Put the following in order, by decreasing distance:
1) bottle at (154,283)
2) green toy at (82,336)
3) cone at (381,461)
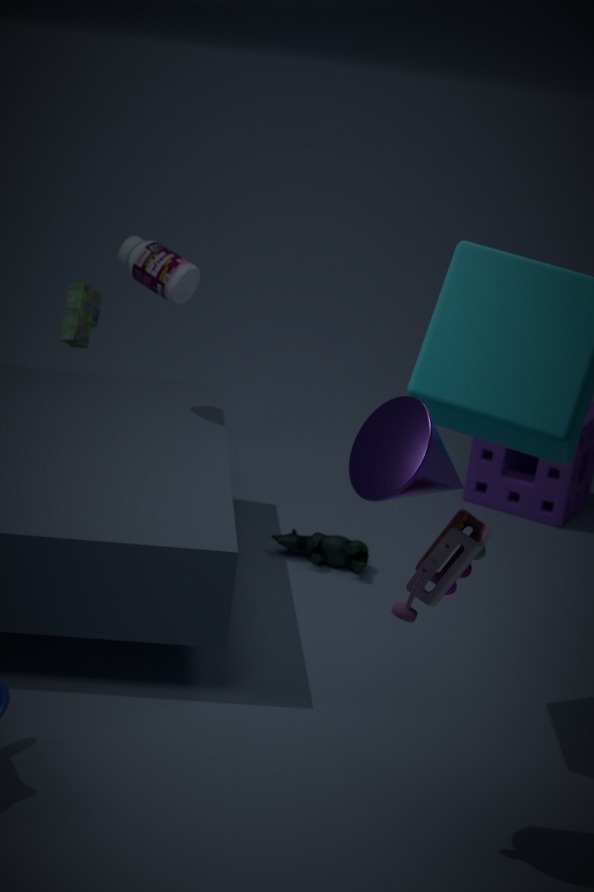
2. green toy at (82,336) → 1. bottle at (154,283) → 3. cone at (381,461)
